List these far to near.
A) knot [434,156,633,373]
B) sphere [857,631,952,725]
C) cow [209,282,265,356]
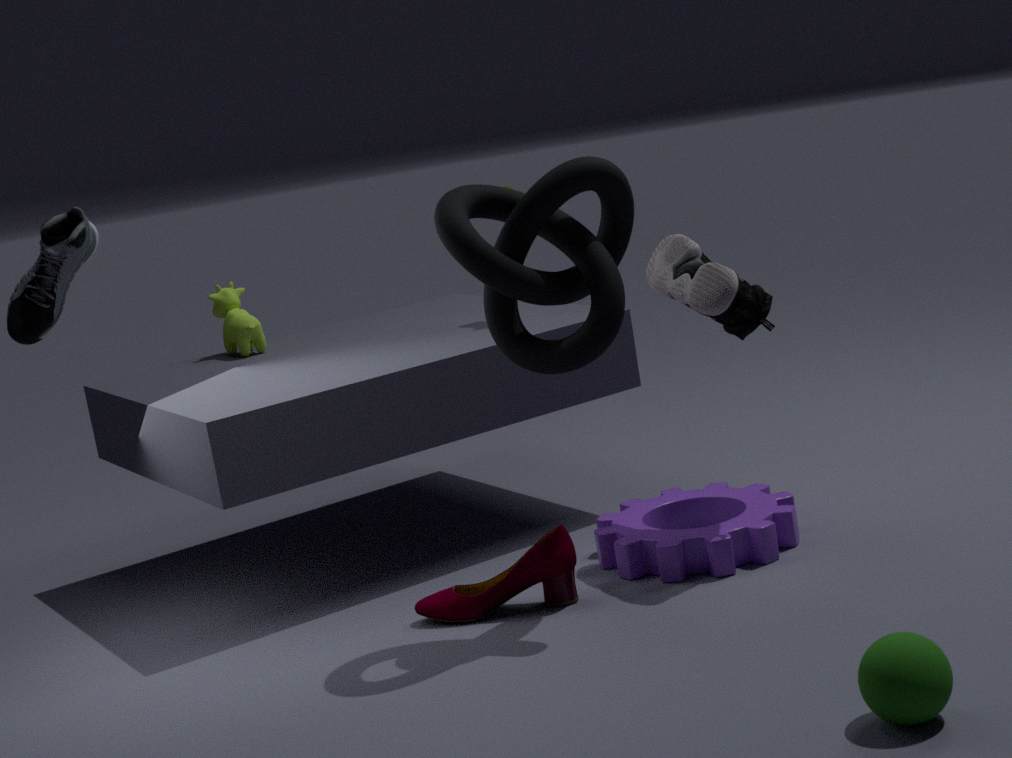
cow [209,282,265,356]
knot [434,156,633,373]
sphere [857,631,952,725]
